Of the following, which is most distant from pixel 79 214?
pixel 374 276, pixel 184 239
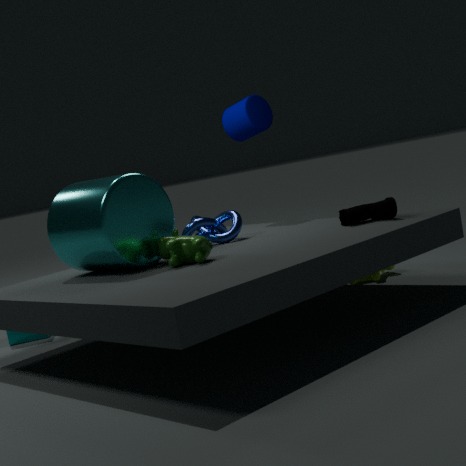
pixel 374 276
